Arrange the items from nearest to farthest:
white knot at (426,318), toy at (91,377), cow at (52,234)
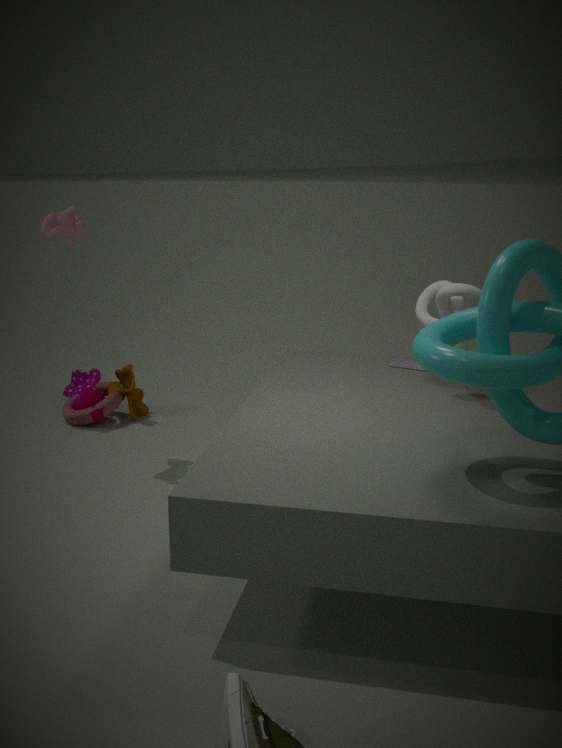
white knot at (426,318)
cow at (52,234)
toy at (91,377)
